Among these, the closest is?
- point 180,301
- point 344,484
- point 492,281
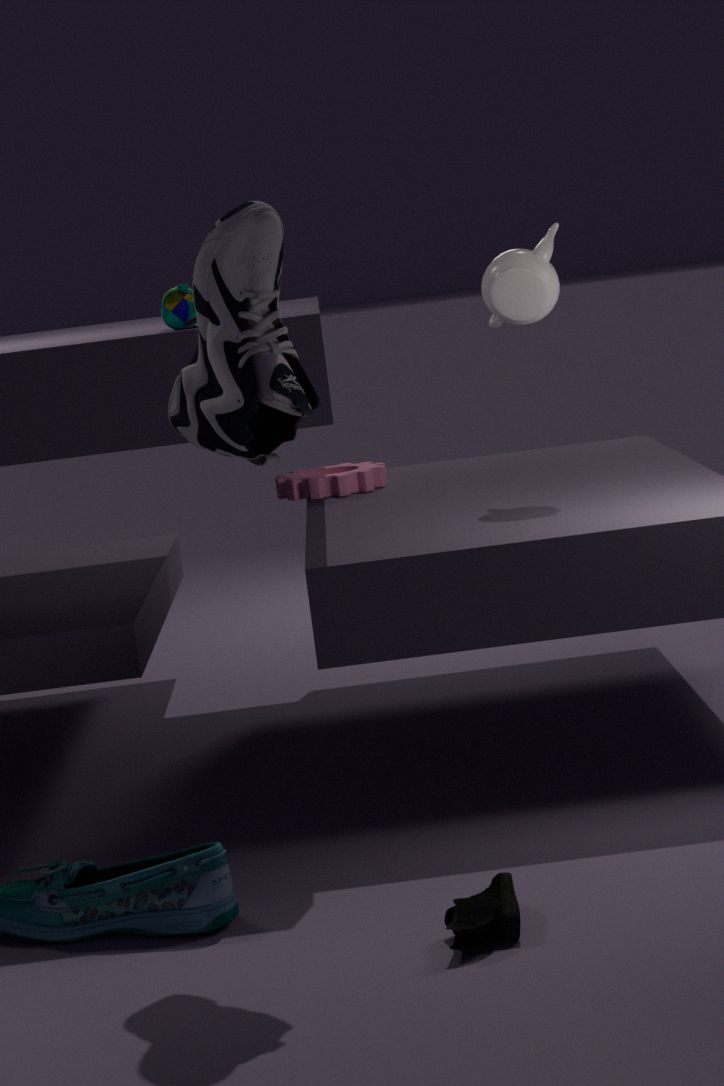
point 180,301
